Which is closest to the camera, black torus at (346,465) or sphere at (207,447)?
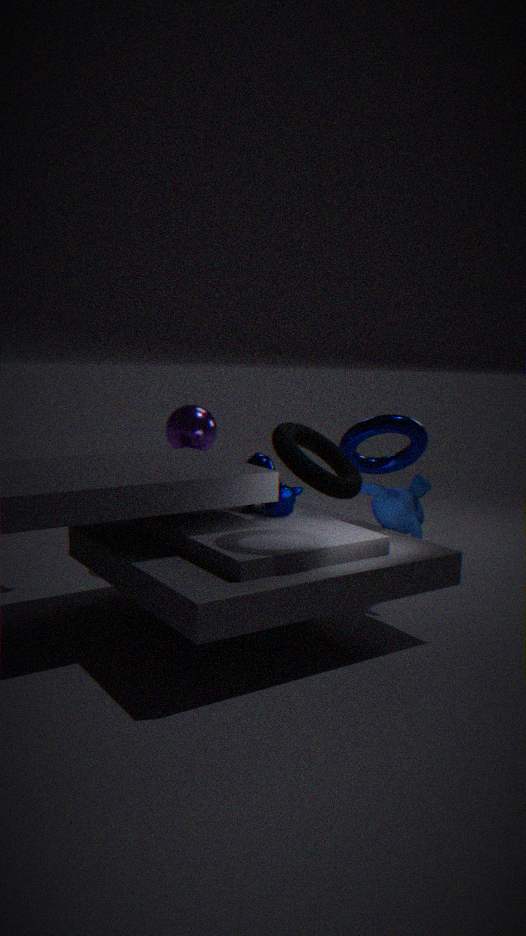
black torus at (346,465)
